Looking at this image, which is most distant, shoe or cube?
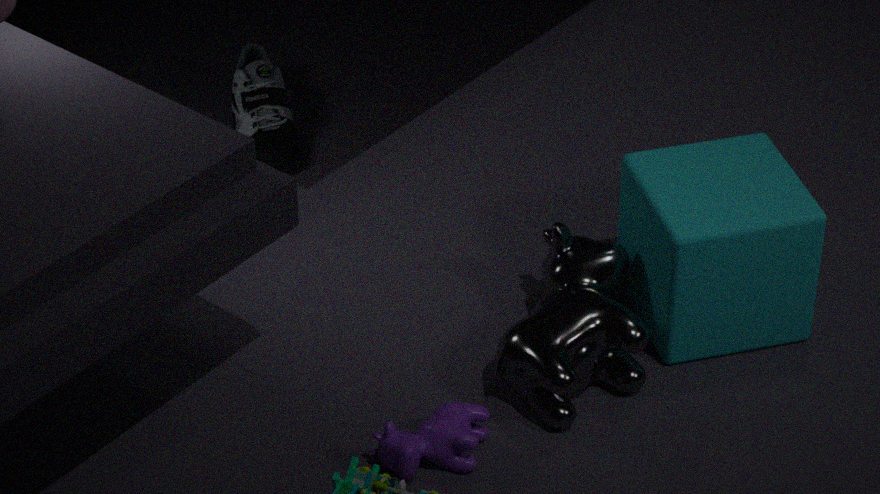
shoe
